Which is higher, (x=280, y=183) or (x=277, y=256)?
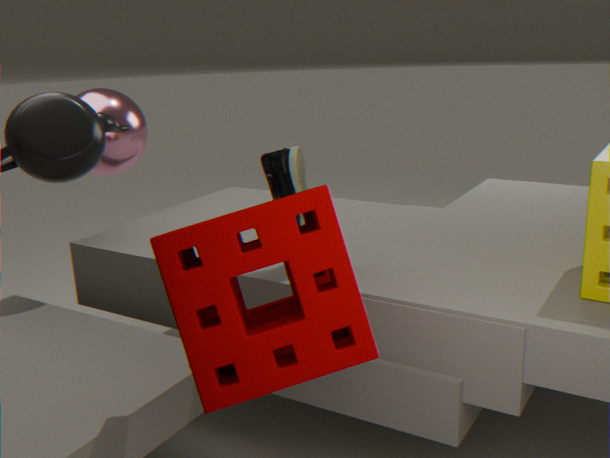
(x=280, y=183)
